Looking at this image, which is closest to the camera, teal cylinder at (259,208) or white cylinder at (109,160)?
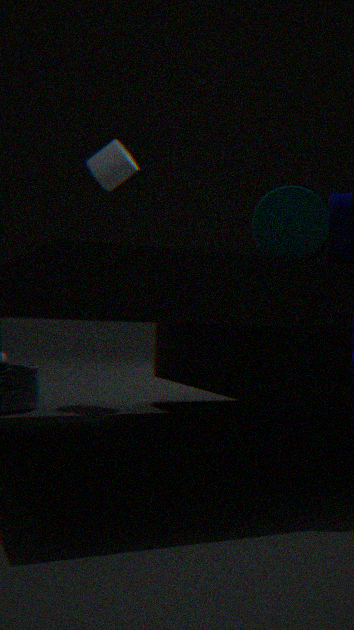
teal cylinder at (259,208)
